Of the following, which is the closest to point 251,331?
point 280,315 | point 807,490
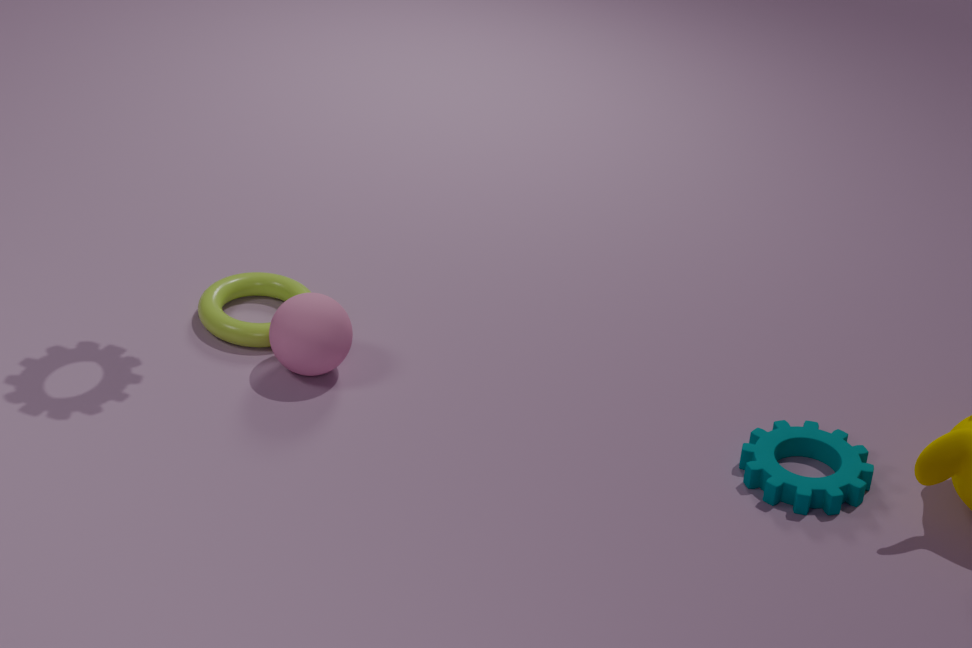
point 280,315
